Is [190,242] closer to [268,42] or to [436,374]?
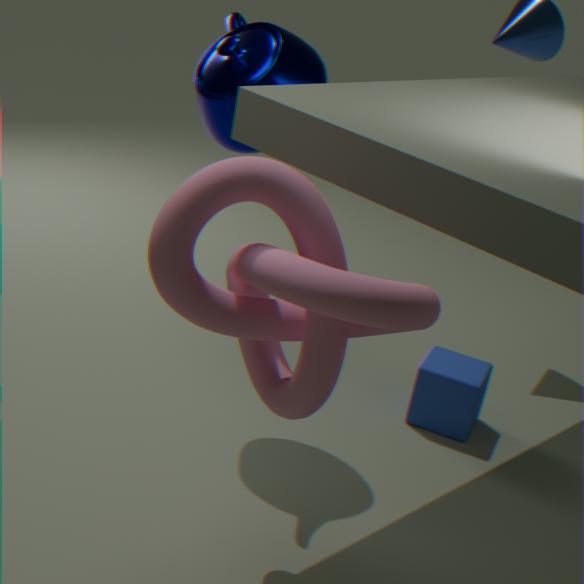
[268,42]
